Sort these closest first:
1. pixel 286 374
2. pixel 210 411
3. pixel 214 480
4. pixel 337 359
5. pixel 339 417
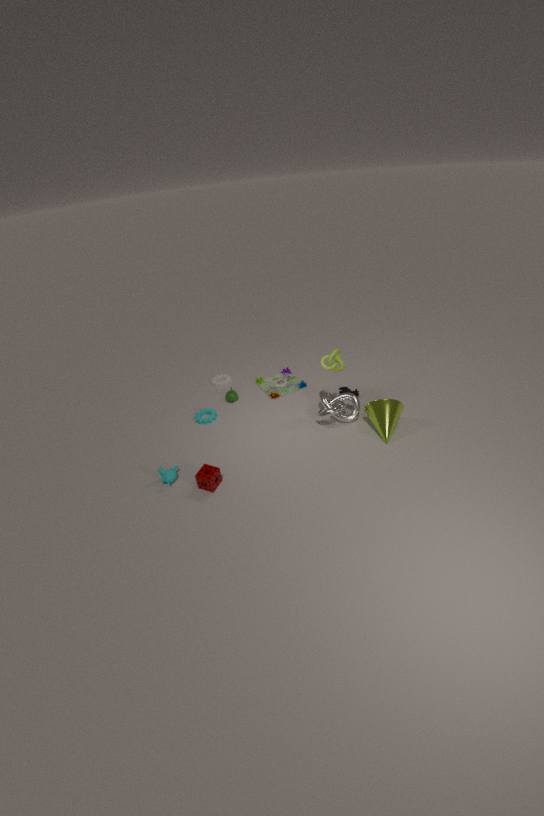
pixel 214 480 → pixel 337 359 → pixel 339 417 → pixel 210 411 → pixel 286 374
